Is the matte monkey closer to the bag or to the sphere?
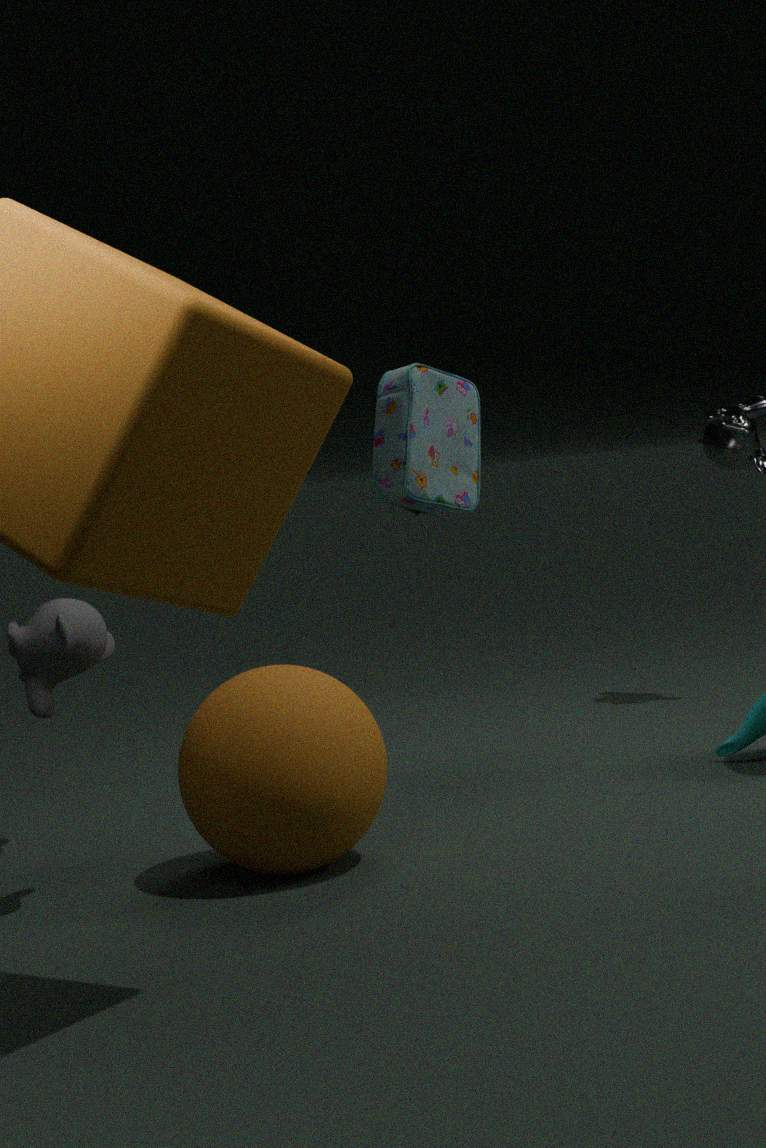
the sphere
